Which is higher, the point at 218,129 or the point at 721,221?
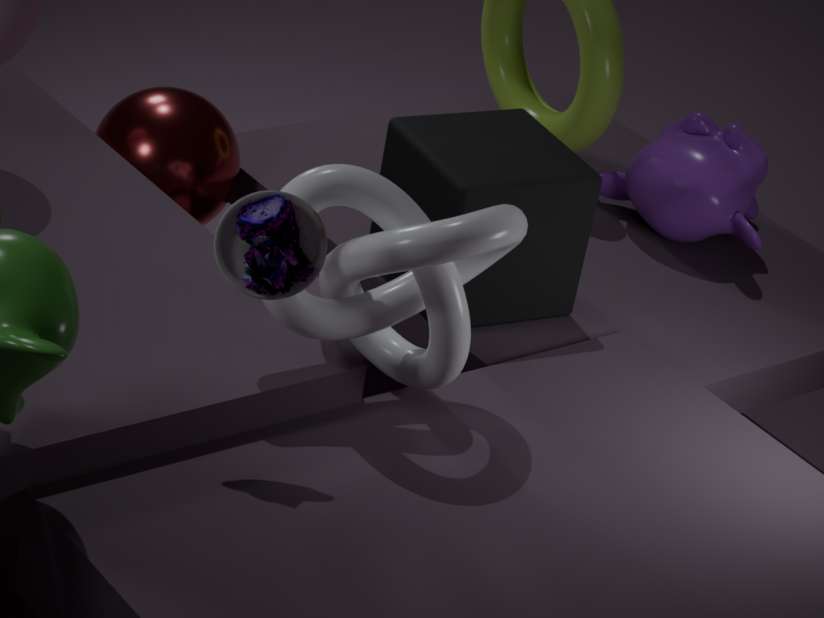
the point at 721,221
